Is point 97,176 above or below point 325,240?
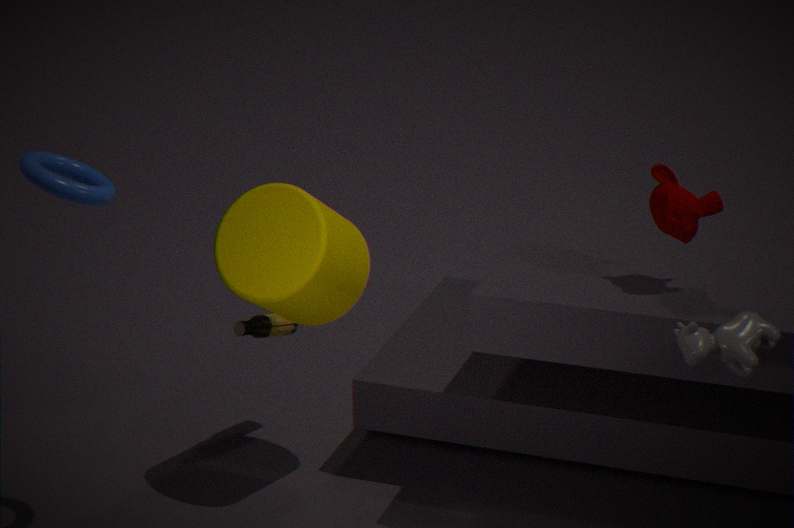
above
